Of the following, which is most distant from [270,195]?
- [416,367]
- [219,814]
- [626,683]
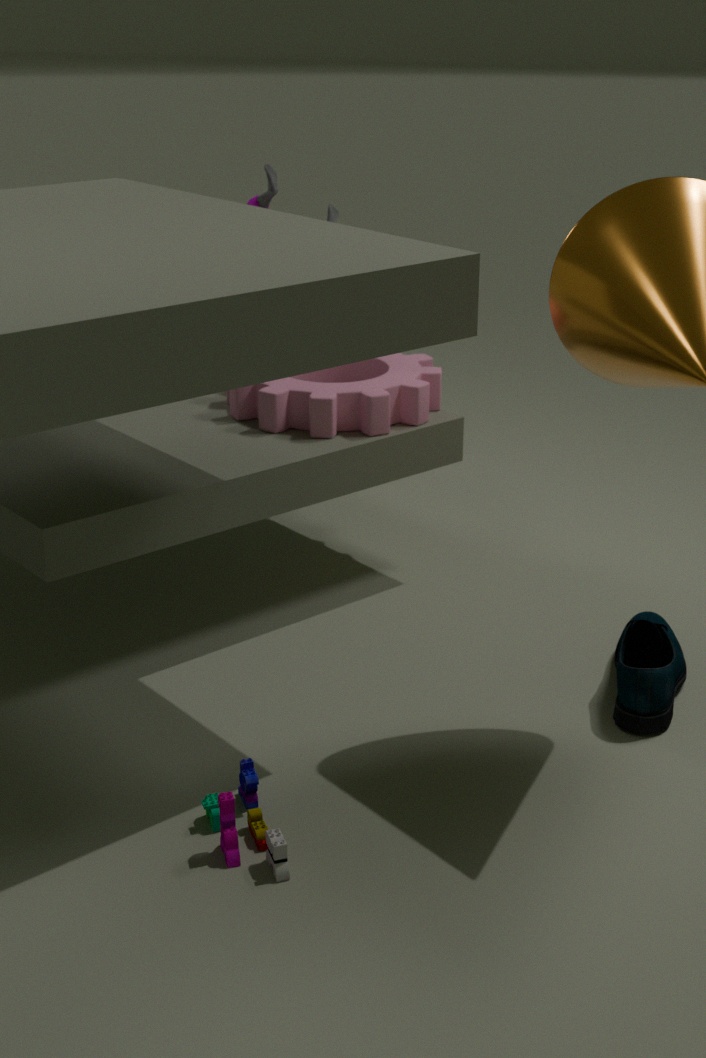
[219,814]
